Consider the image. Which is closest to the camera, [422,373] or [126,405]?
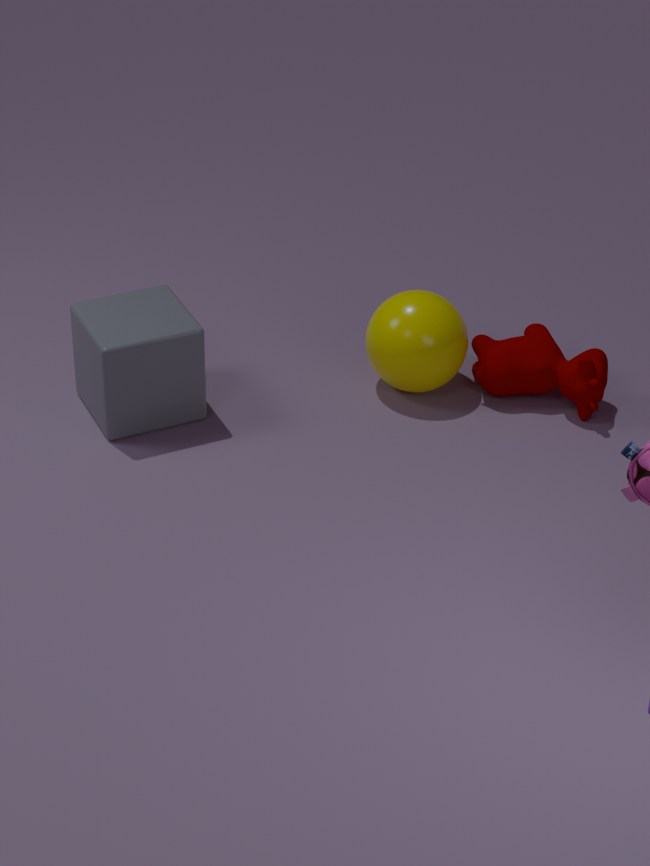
[126,405]
